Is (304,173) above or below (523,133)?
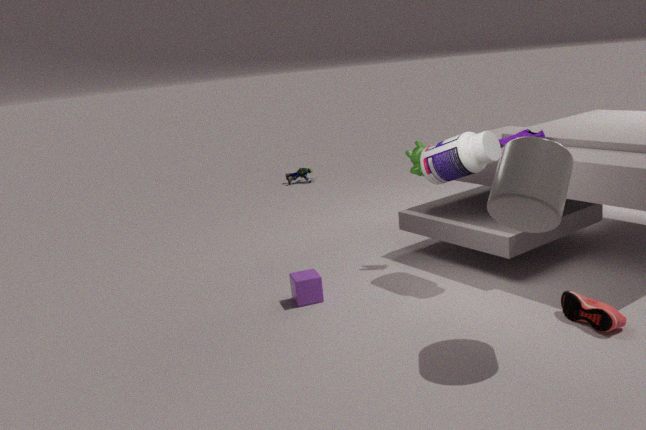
below
